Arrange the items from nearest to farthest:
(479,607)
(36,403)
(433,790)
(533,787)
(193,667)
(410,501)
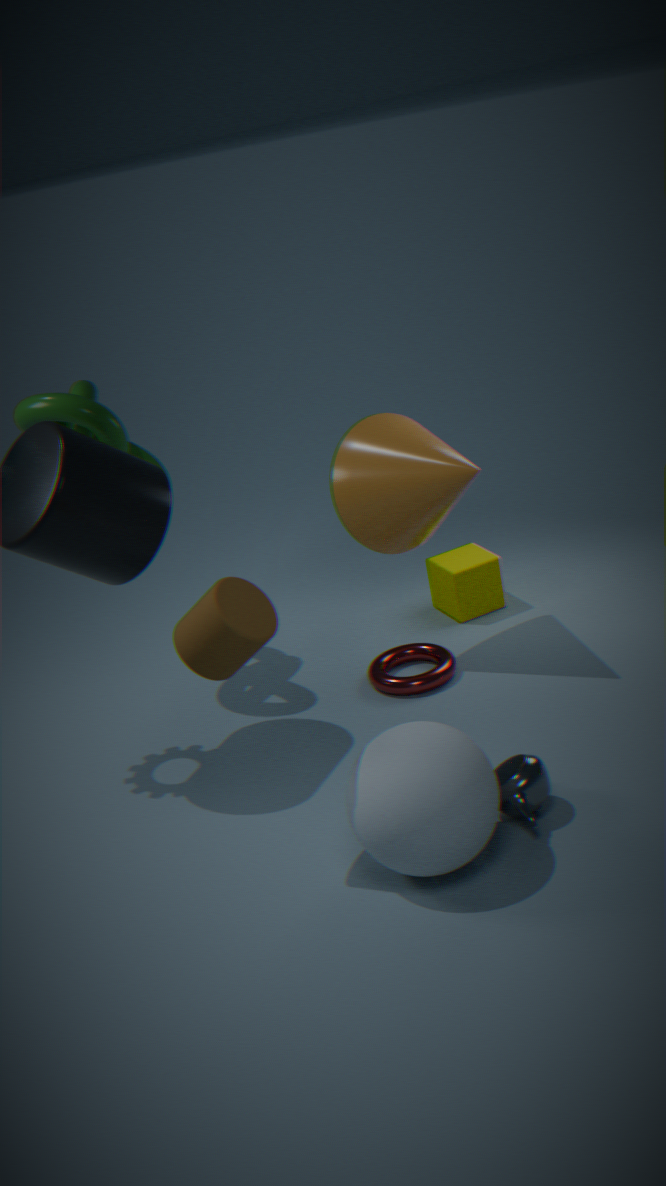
(433,790)
(193,667)
(533,787)
(410,501)
(36,403)
(479,607)
